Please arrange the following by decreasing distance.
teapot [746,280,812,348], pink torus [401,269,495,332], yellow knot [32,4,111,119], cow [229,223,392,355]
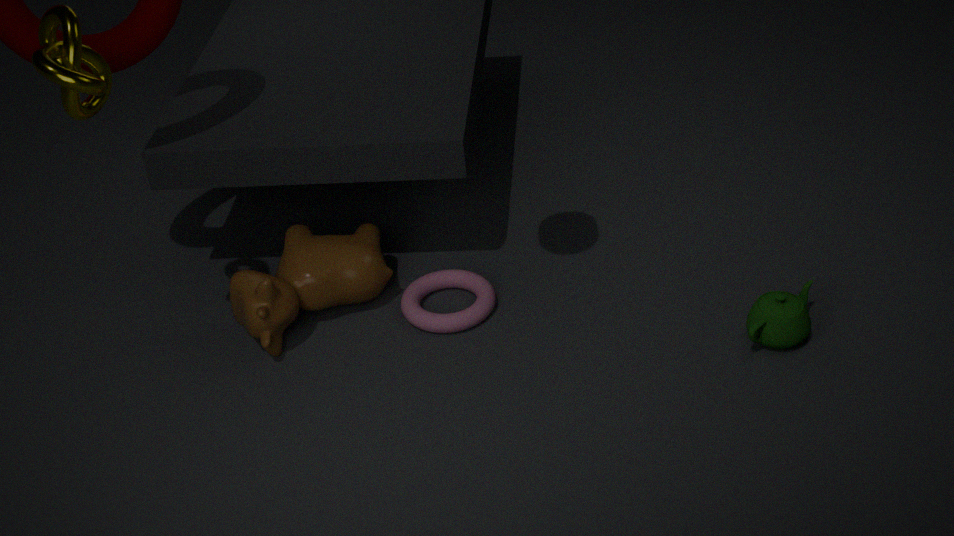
pink torus [401,269,495,332], cow [229,223,392,355], teapot [746,280,812,348], yellow knot [32,4,111,119]
